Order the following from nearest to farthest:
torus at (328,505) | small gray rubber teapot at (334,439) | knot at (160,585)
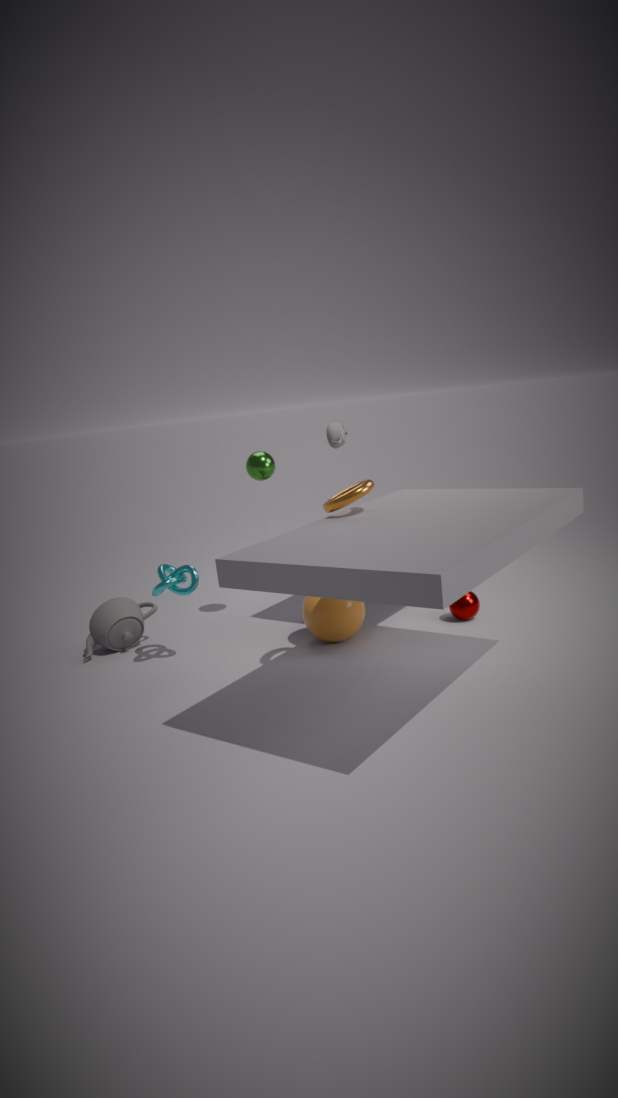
torus at (328,505)
knot at (160,585)
small gray rubber teapot at (334,439)
